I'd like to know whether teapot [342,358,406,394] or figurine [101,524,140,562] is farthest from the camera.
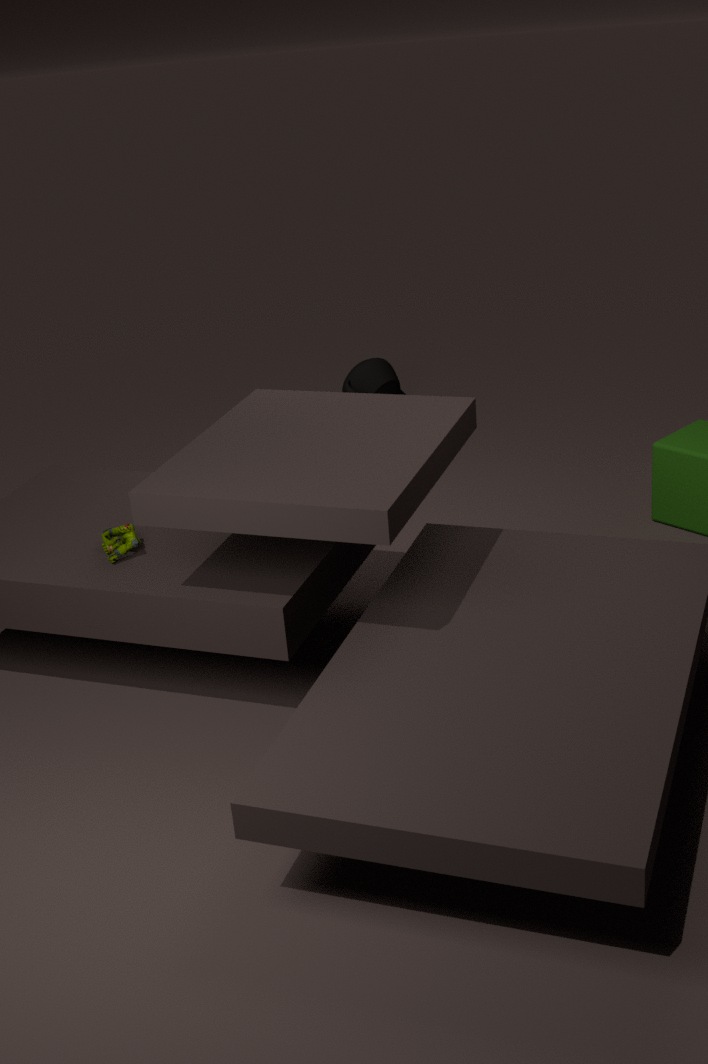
teapot [342,358,406,394]
